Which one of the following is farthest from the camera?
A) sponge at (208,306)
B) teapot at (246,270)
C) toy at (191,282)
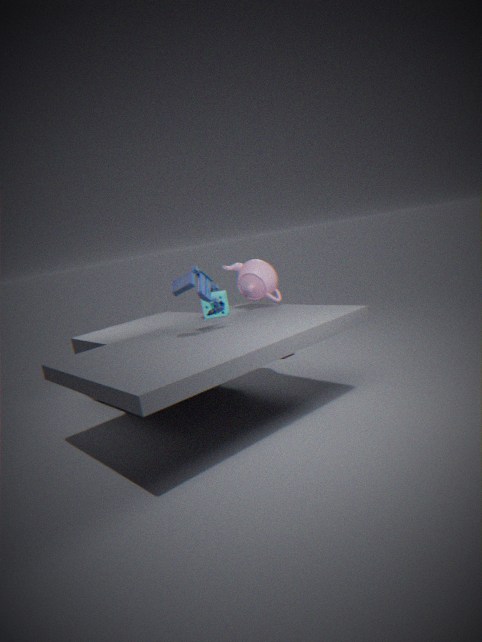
sponge at (208,306)
